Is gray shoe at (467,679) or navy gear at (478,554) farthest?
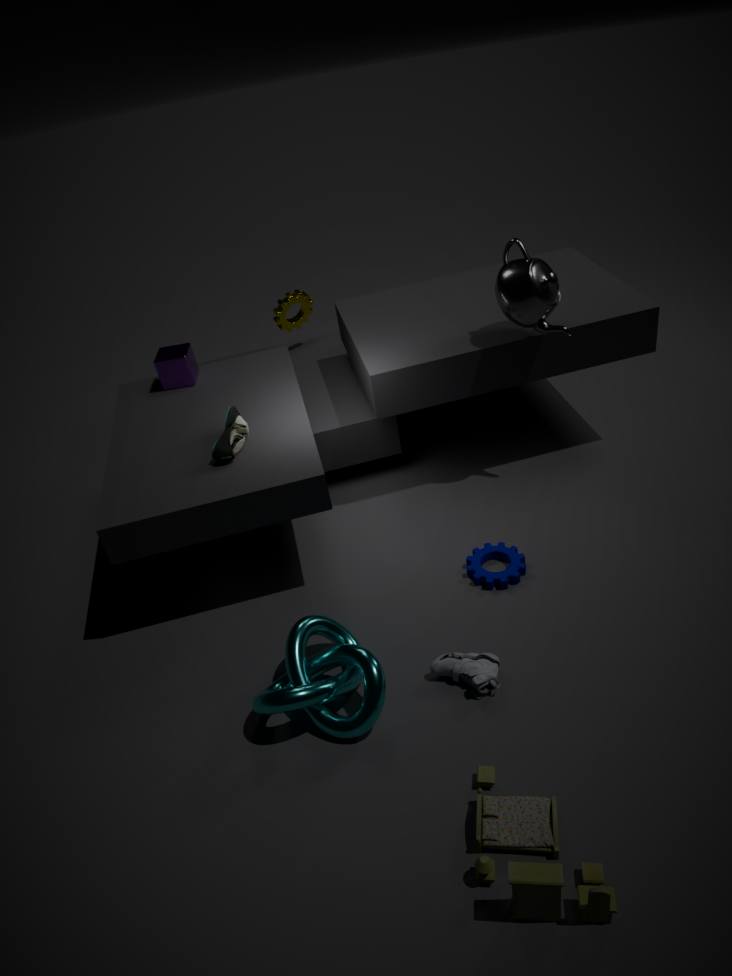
navy gear at (478,554)
